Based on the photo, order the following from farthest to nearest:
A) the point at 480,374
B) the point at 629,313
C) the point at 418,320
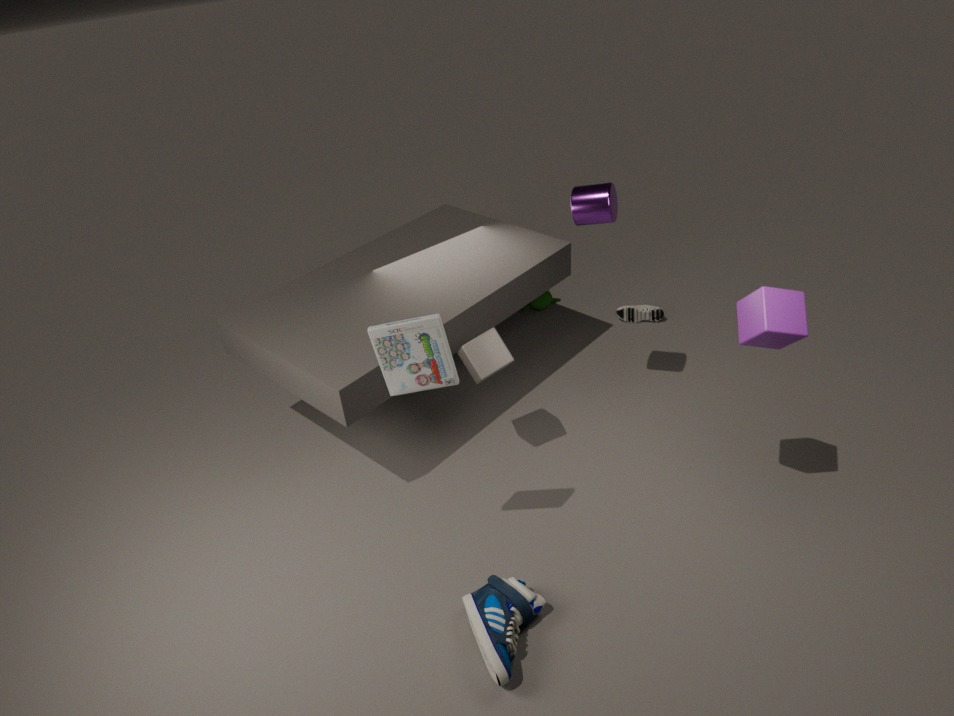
1. the point at 629,313
2. the point at 480,374
3. the point at 418,320
